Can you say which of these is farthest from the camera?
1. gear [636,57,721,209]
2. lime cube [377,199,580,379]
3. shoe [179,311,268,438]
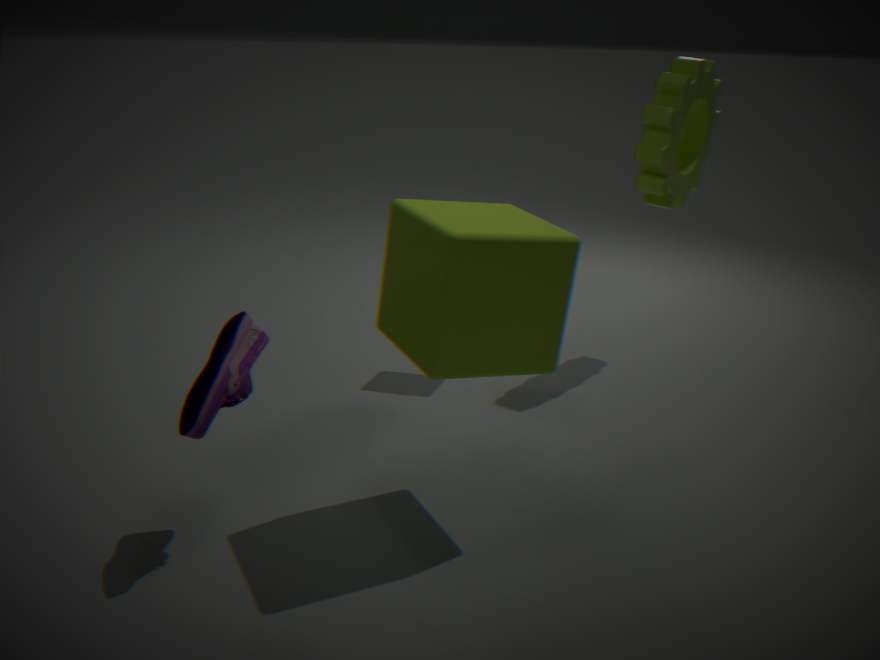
gear [636,57,721,209]
